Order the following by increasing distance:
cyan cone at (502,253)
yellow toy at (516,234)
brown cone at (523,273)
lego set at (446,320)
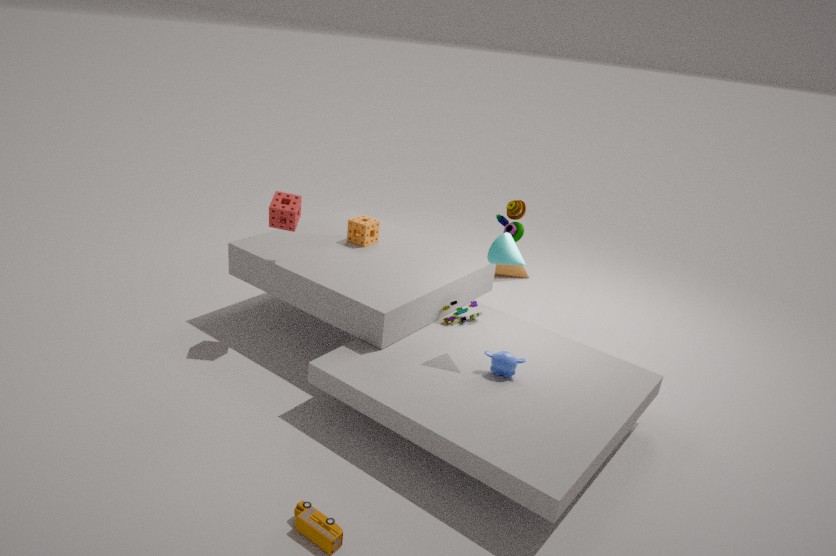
1. cyan cone at (502,253)
2. lego set at (446,320)
3. yellow toy at (516,234)
4. brown cone at (523,273)
